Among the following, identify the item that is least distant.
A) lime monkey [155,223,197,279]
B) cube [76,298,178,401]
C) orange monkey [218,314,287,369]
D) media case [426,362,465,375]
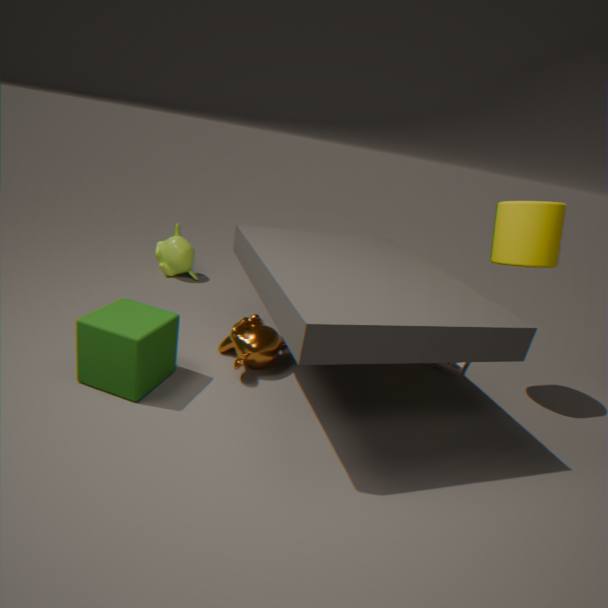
cube [76,298,178,401]
